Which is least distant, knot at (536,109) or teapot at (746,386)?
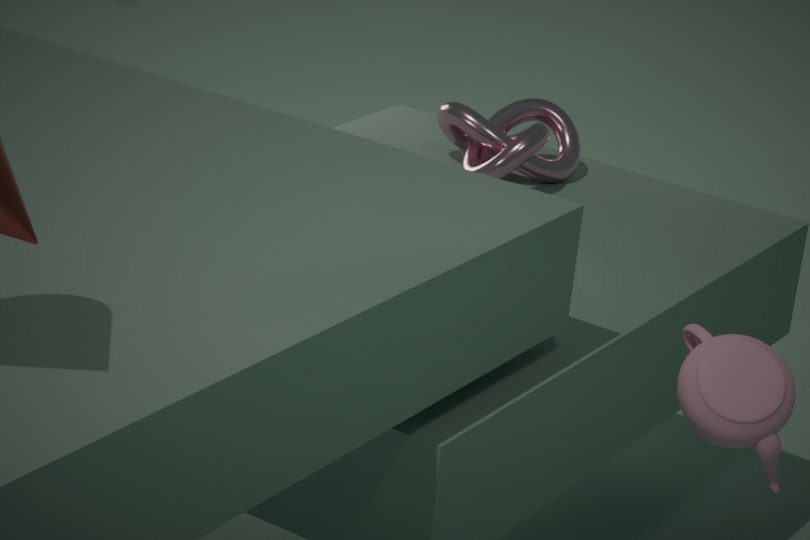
teapot at (746,386)
